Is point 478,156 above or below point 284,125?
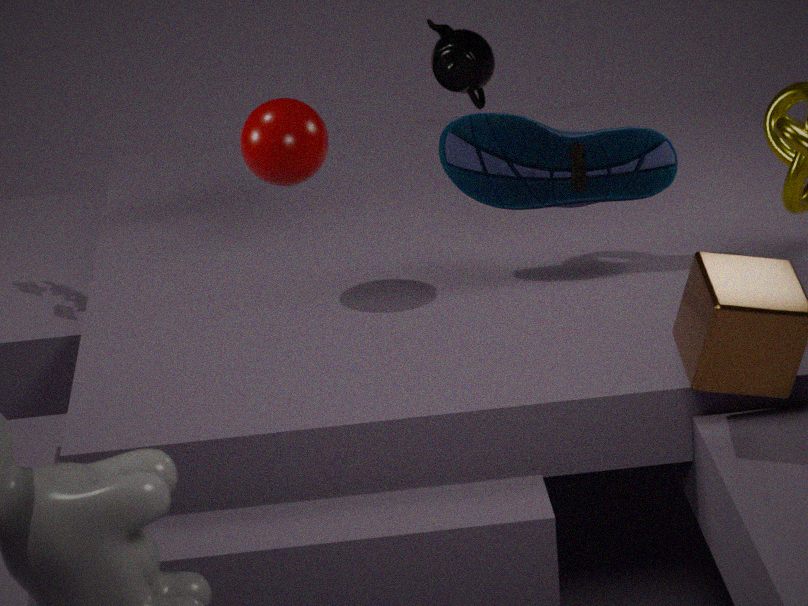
below
